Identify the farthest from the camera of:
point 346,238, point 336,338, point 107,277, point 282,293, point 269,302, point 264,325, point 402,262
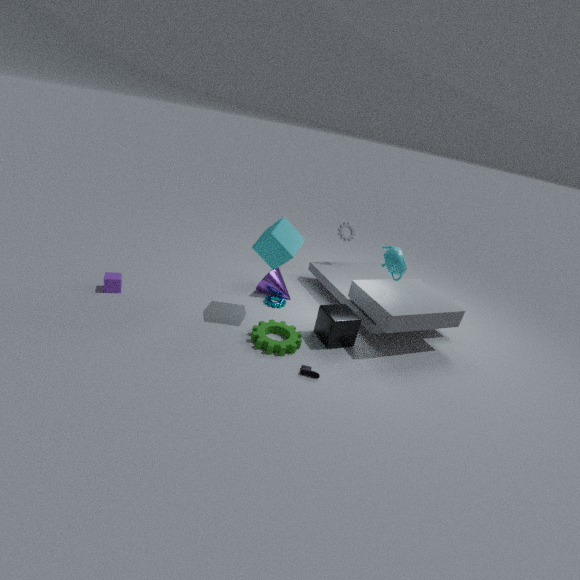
point 346,238
